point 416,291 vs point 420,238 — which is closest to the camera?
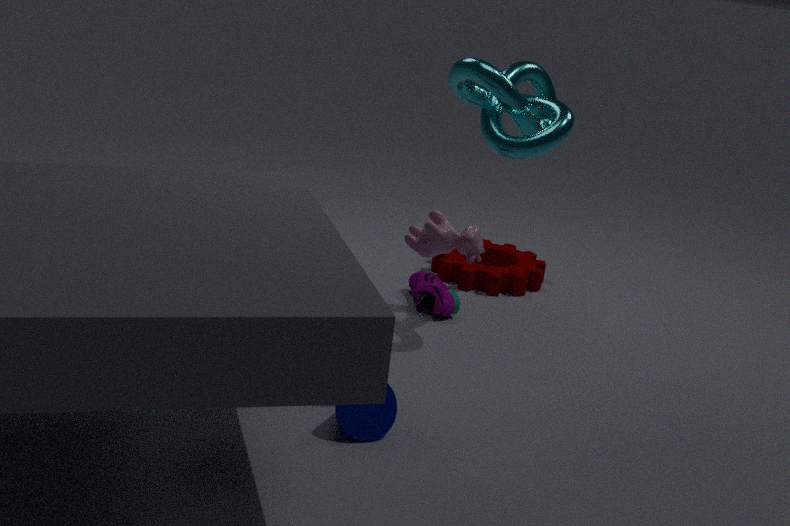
point 420,238
